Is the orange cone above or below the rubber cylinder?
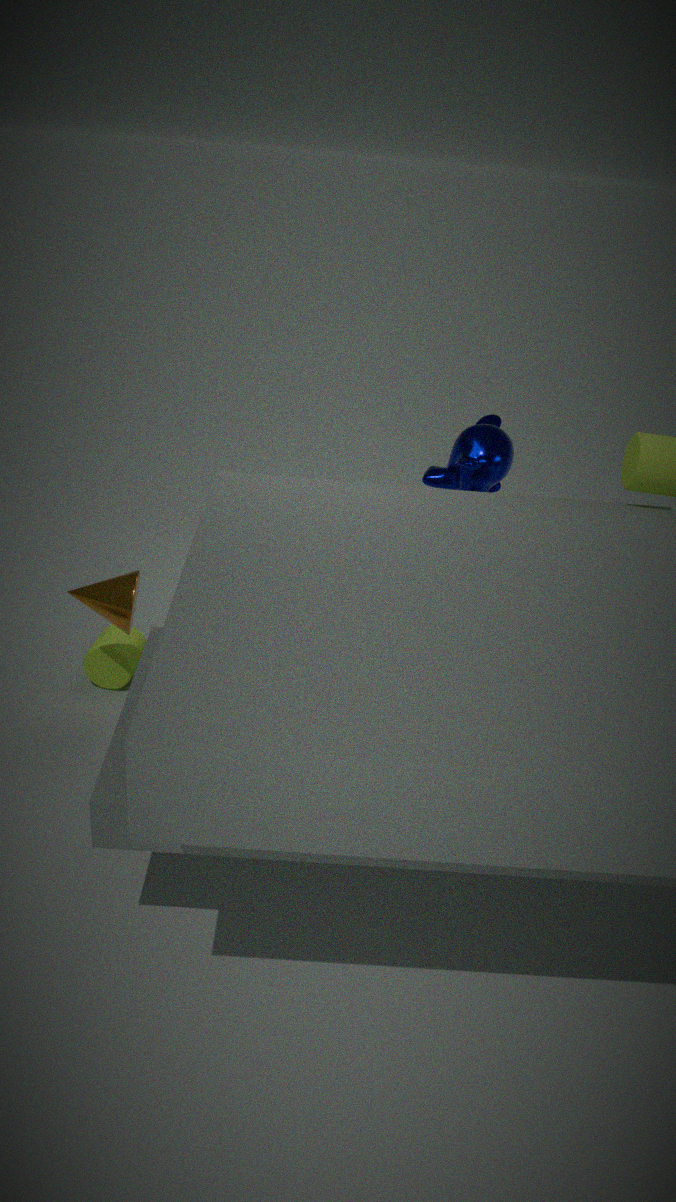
above
